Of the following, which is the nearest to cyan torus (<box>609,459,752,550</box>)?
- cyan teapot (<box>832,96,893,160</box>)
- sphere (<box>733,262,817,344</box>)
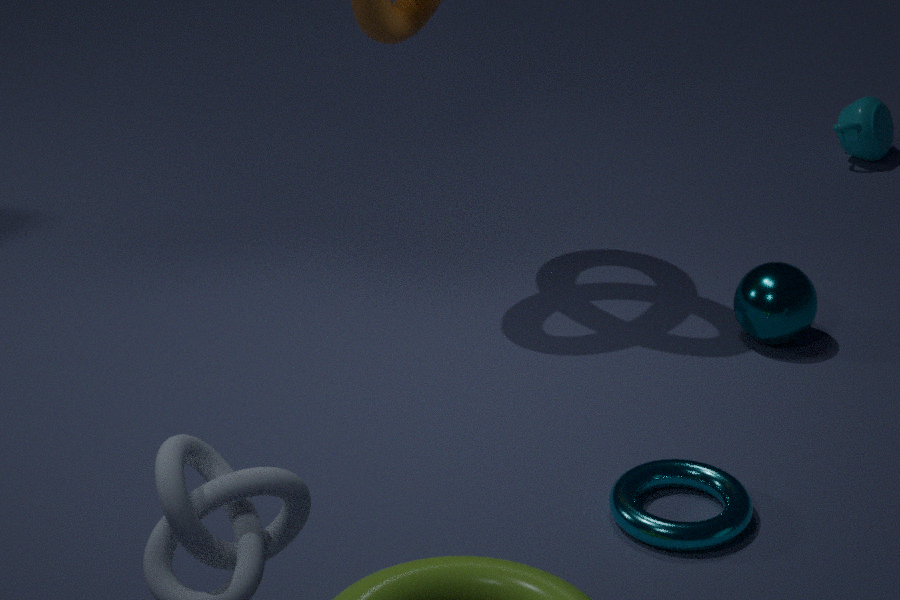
sphere (<box>733,262,817,344</box>)
